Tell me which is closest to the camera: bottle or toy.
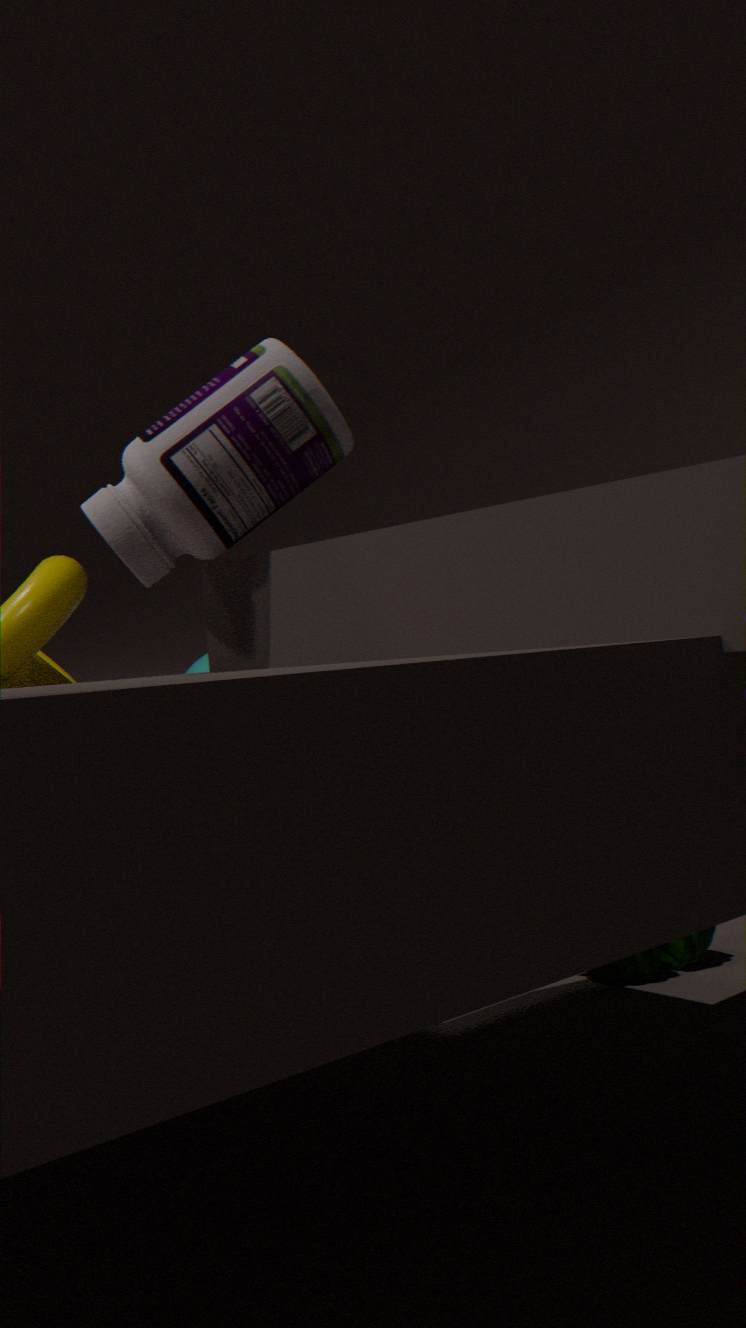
bottle
